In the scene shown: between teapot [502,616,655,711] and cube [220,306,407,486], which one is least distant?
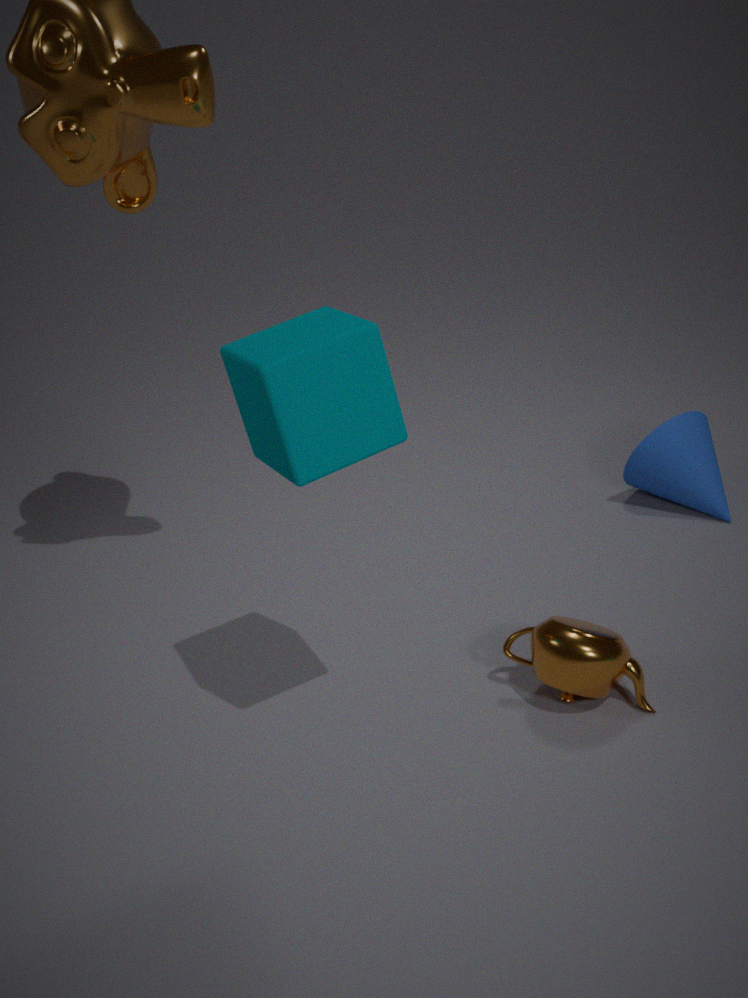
cube [220,306,407,486]
